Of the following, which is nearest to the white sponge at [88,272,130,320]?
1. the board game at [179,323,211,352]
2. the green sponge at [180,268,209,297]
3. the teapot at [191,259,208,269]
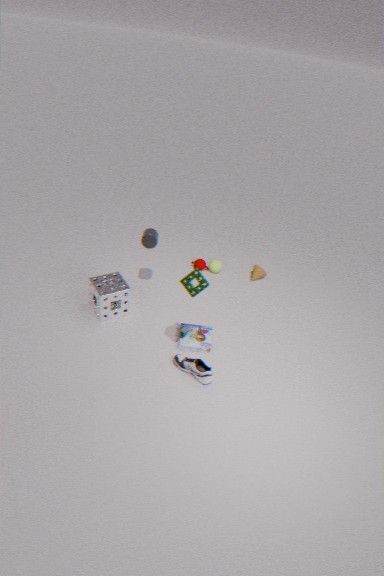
the board game at [179,323,211,352]
